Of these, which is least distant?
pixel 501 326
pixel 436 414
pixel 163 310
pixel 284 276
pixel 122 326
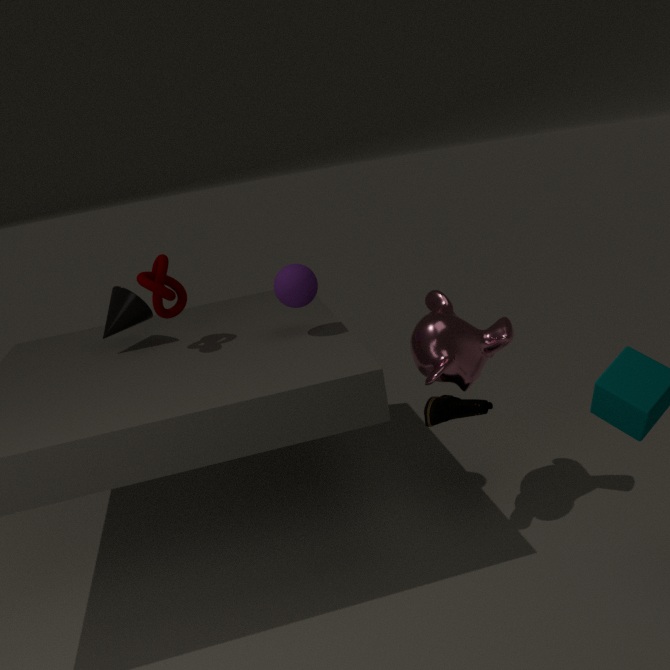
pixel 436 414
